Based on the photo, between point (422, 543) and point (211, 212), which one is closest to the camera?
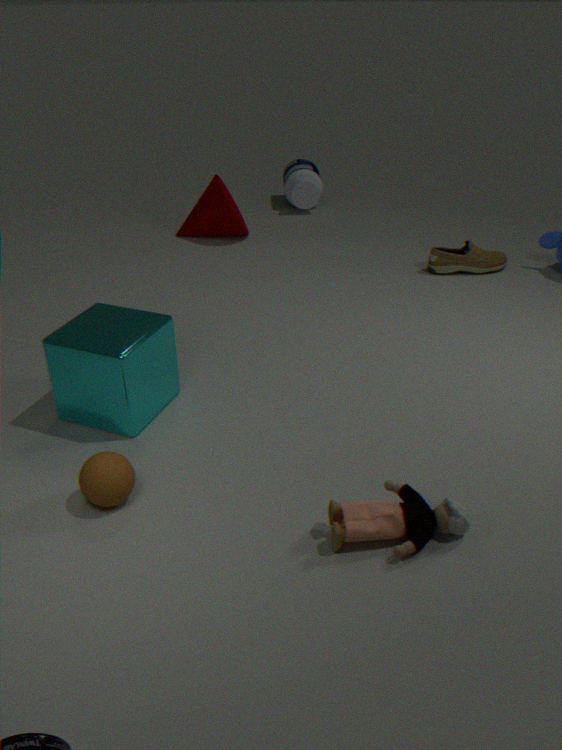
point (422, 543)
